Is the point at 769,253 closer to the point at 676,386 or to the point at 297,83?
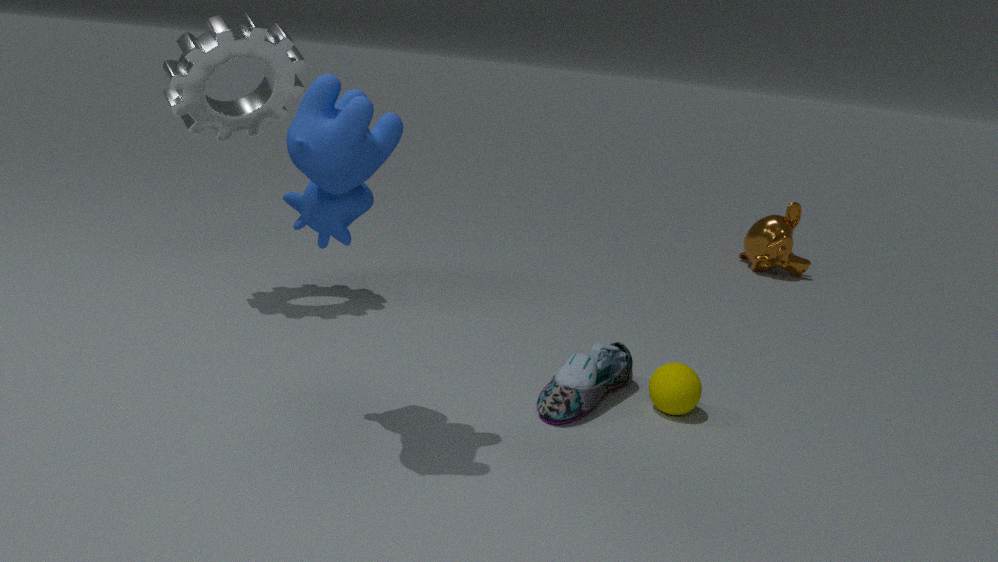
the point at 676,386
